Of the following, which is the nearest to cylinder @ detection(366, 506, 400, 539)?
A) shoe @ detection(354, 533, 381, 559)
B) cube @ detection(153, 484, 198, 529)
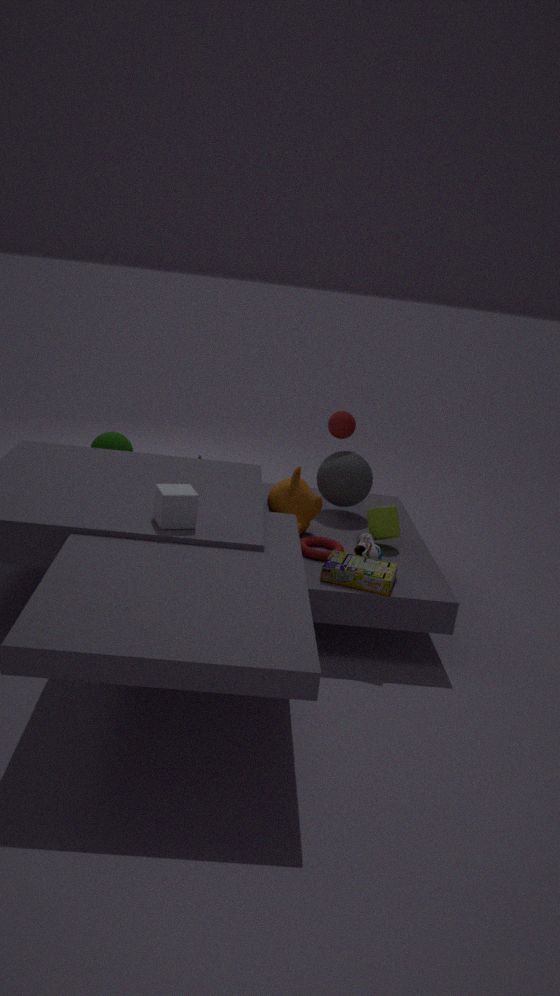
shoe @ detection(354, 533, 381, 559)
